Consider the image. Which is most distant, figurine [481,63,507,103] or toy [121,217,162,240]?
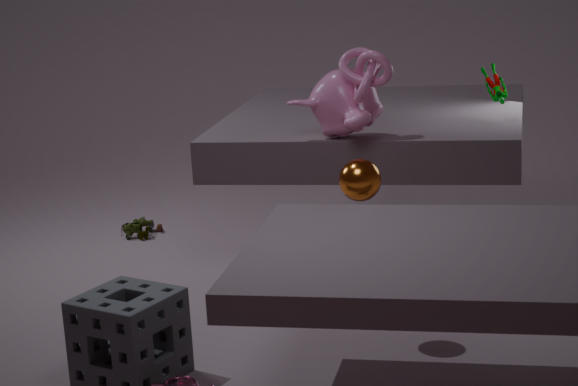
toy [121,217,162,240]
